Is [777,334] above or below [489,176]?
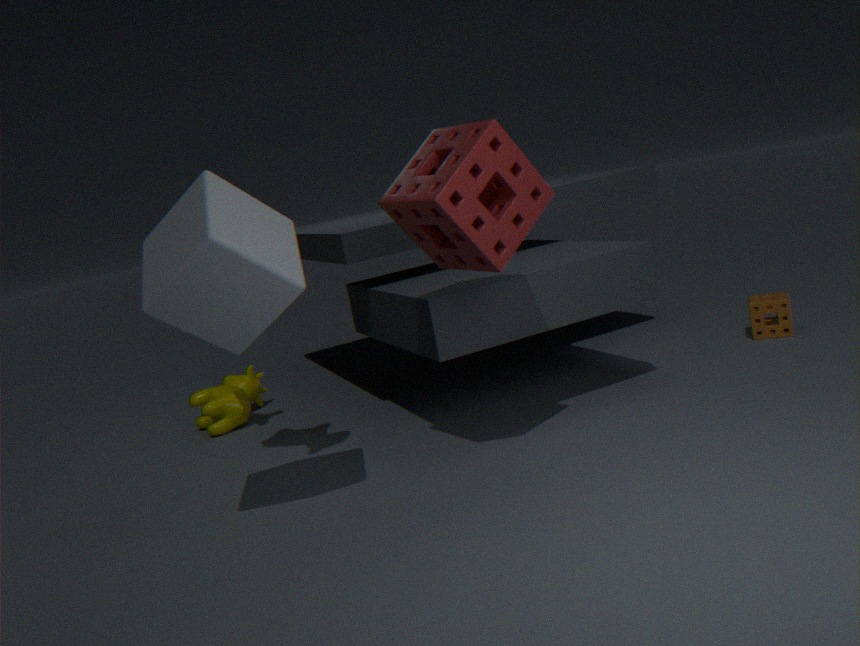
below
